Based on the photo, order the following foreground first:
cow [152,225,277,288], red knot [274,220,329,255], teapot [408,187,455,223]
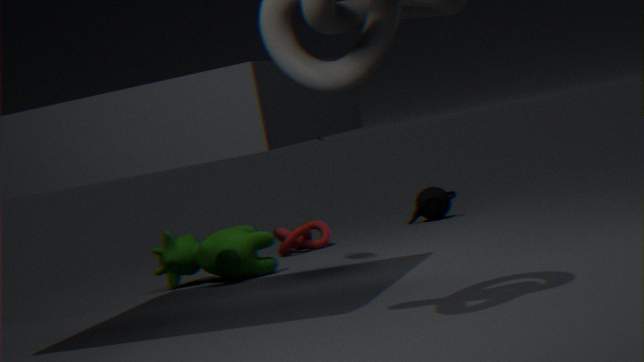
cow [152,225,277,288]
red knot [274,220,329,255]
teapot [408,187,455,223]
